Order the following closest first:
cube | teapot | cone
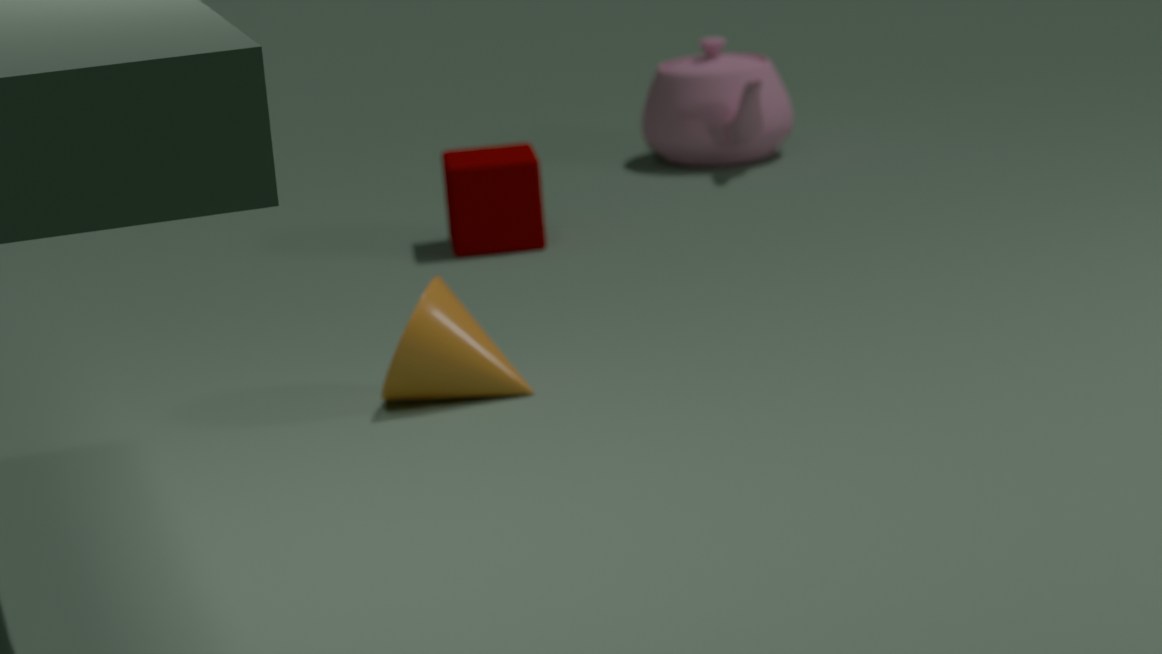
cone, cube, teapot
